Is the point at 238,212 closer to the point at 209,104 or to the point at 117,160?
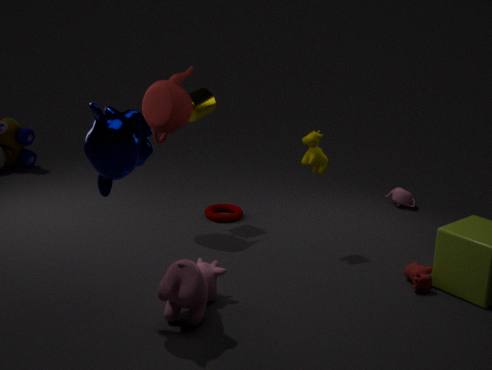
the point at 209,104
